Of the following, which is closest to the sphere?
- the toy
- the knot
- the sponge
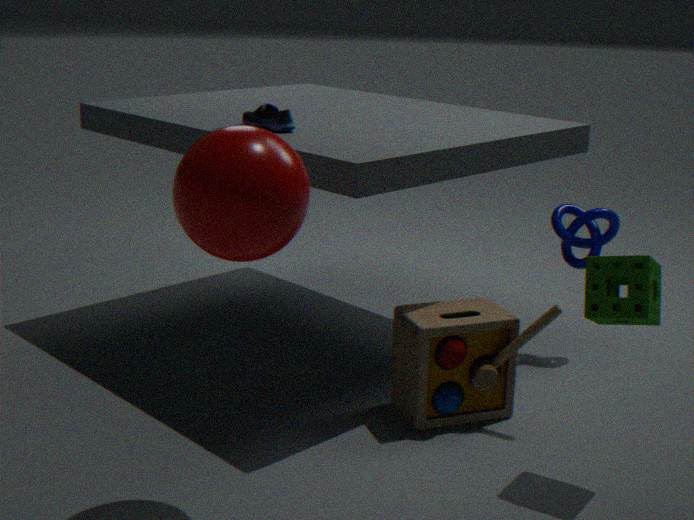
the toy
